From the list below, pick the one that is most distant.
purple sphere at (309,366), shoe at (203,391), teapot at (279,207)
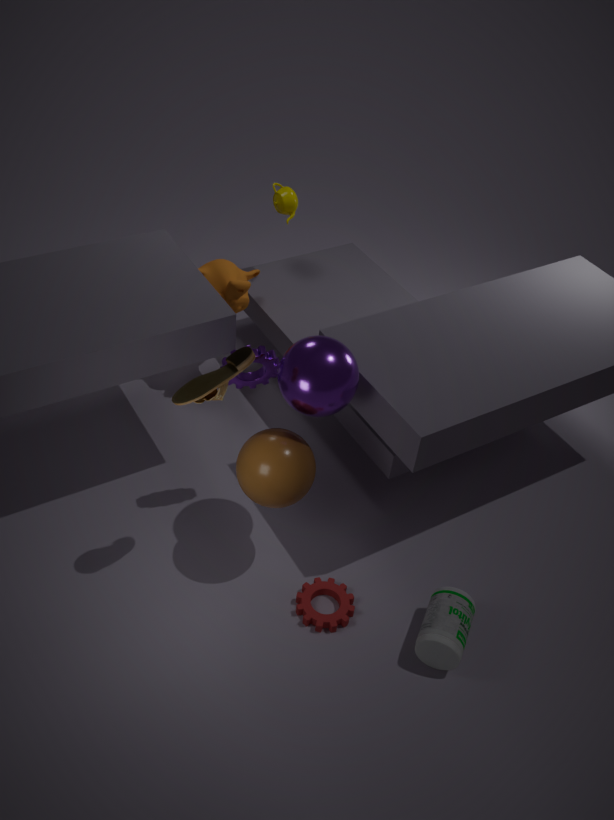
teapot at (279,207)
